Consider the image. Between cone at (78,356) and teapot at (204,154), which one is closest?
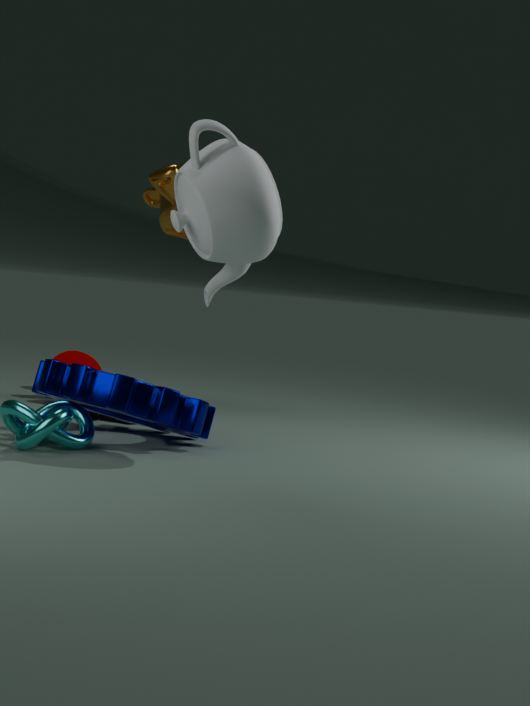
teapot at (204,154)
